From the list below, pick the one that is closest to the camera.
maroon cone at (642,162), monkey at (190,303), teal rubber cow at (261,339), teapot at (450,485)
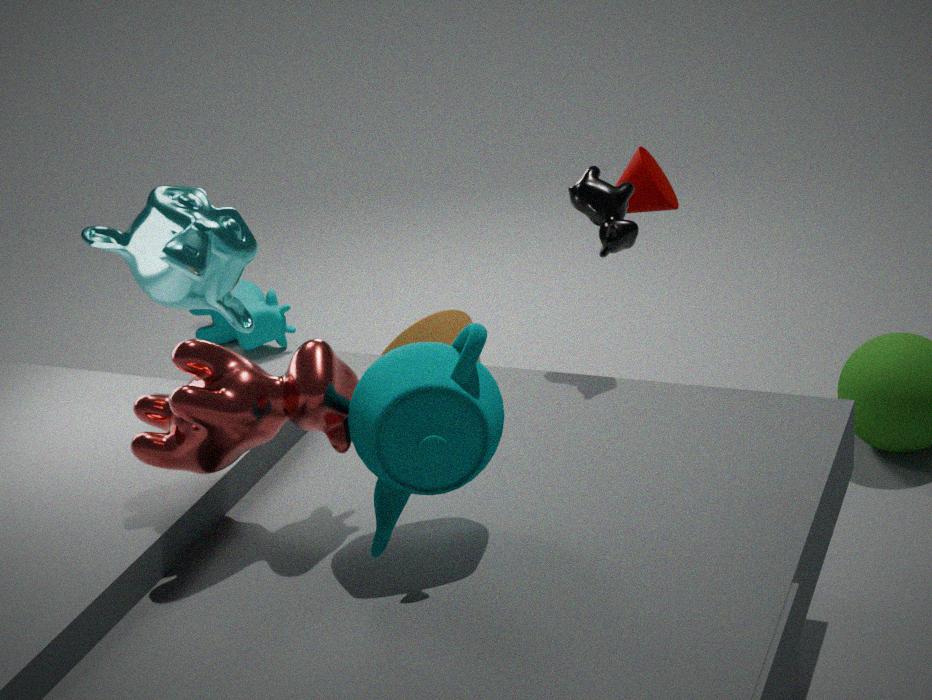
teapot at (450,485)
